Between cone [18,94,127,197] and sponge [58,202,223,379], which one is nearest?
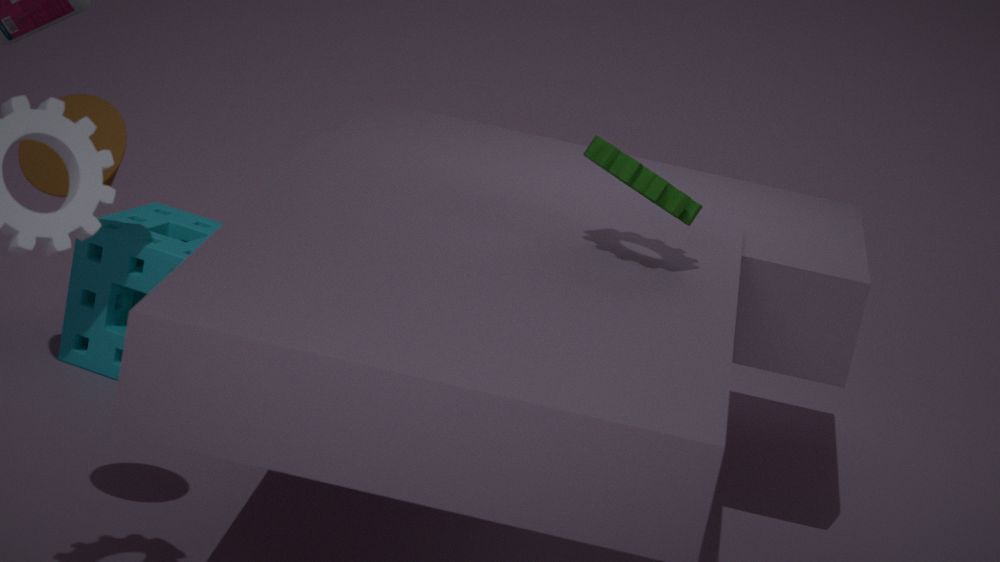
cone [18,94,127,197]
